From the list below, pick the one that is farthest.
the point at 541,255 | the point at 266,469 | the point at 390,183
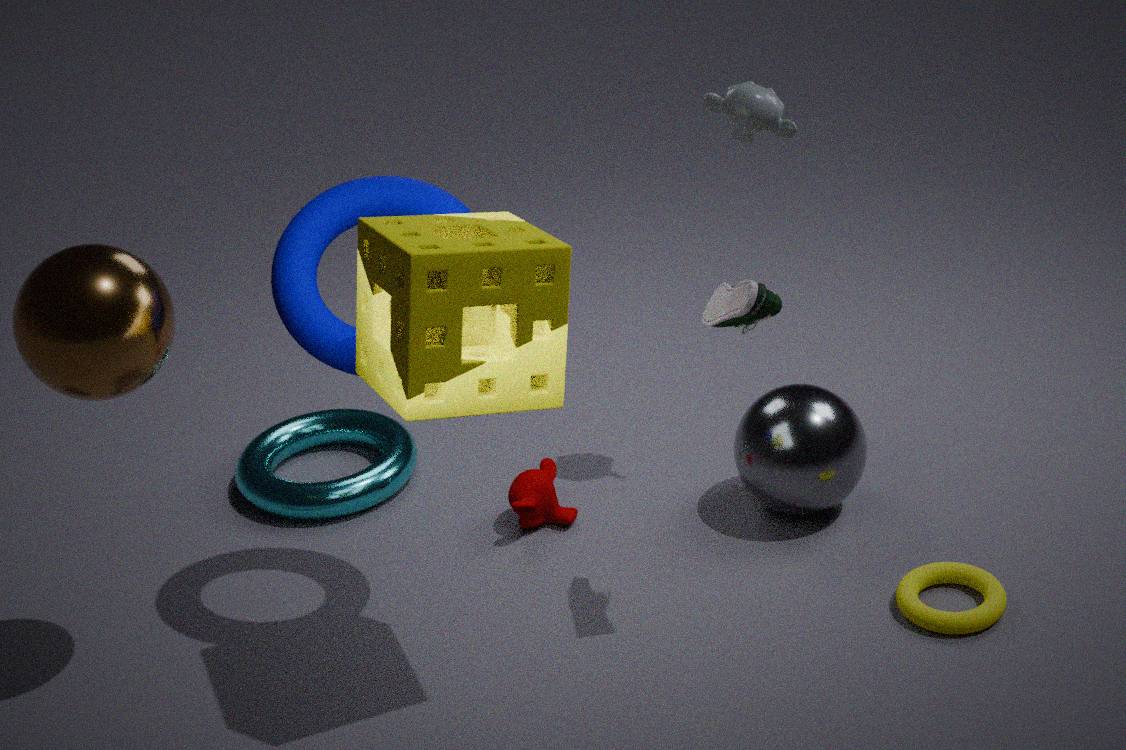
the point at 266,469
